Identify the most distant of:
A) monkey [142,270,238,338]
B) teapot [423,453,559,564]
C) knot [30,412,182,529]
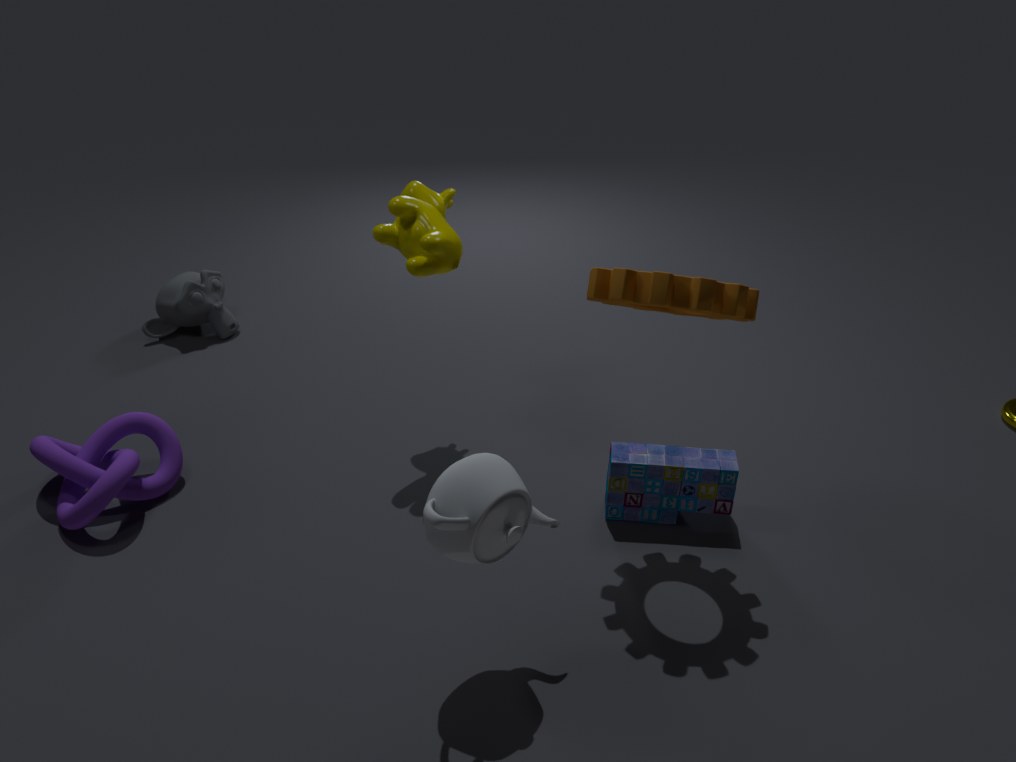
A. monkey [142,270,238,338]
